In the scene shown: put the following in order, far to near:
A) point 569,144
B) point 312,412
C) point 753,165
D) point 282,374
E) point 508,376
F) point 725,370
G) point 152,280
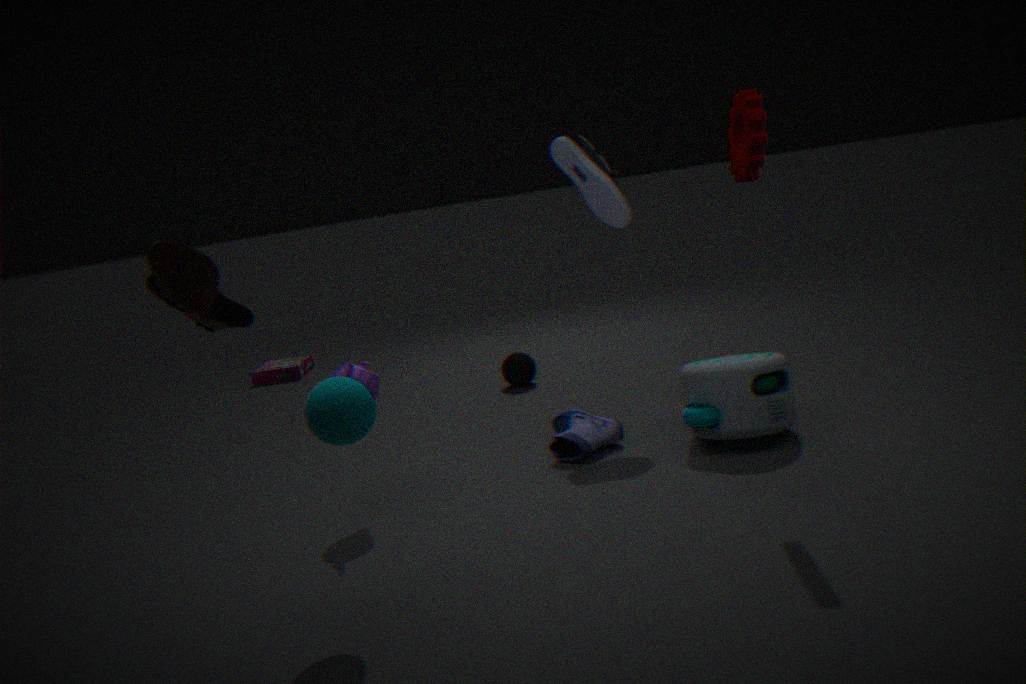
point 282,374
point 508,376
point 569,144
point 725,370
point 753,165
point 312,412
point 152,280
